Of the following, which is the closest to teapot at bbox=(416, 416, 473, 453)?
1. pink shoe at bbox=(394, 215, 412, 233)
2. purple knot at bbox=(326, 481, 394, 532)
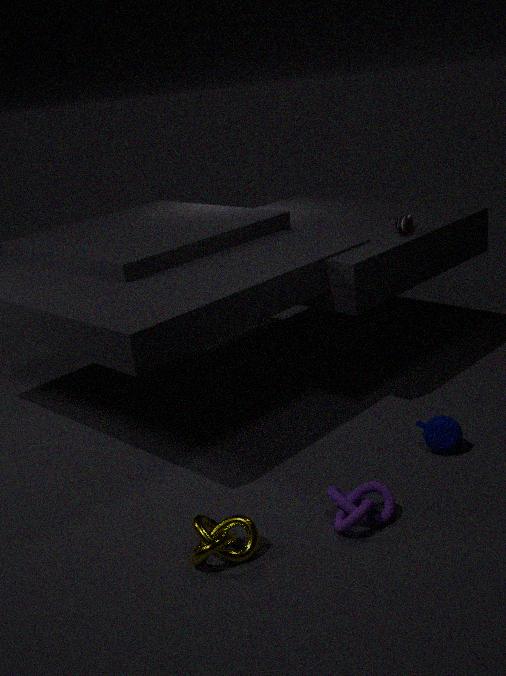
purple knot at bbox=(326, 481, 394, 532)
